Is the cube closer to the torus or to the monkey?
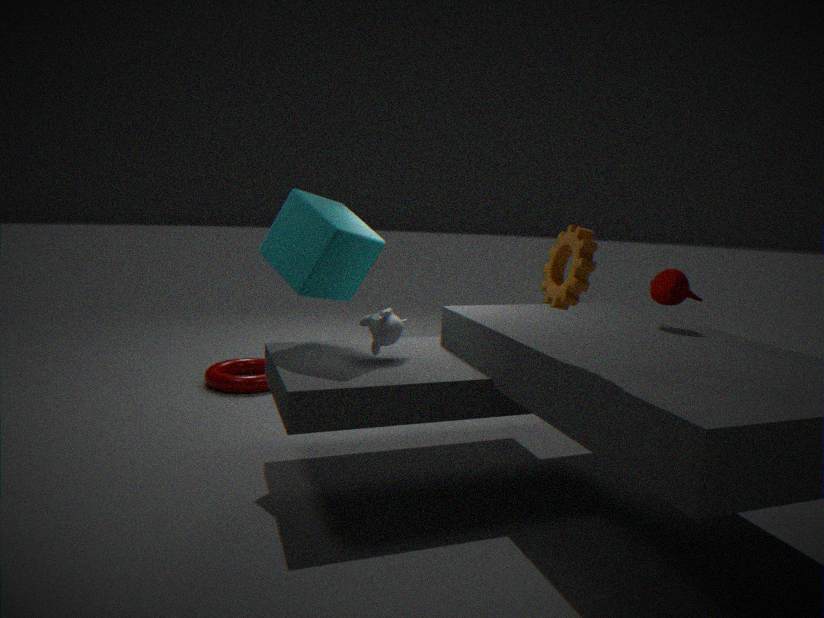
the monkey
